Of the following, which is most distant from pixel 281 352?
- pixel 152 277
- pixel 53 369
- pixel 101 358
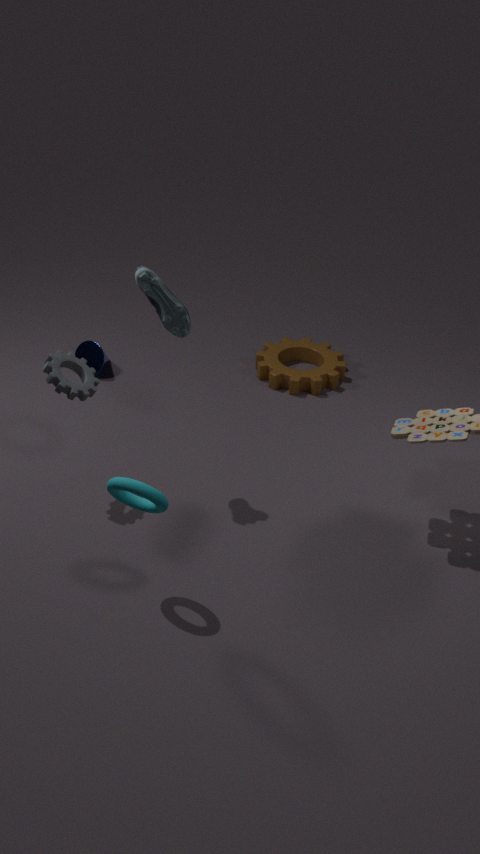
pixel 53 369
